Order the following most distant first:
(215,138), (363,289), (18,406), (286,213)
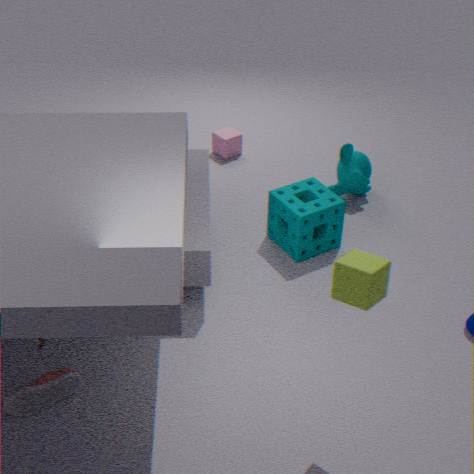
1. (215,138)
2. (286,213)
3. (18,406)
4. (363,289)
